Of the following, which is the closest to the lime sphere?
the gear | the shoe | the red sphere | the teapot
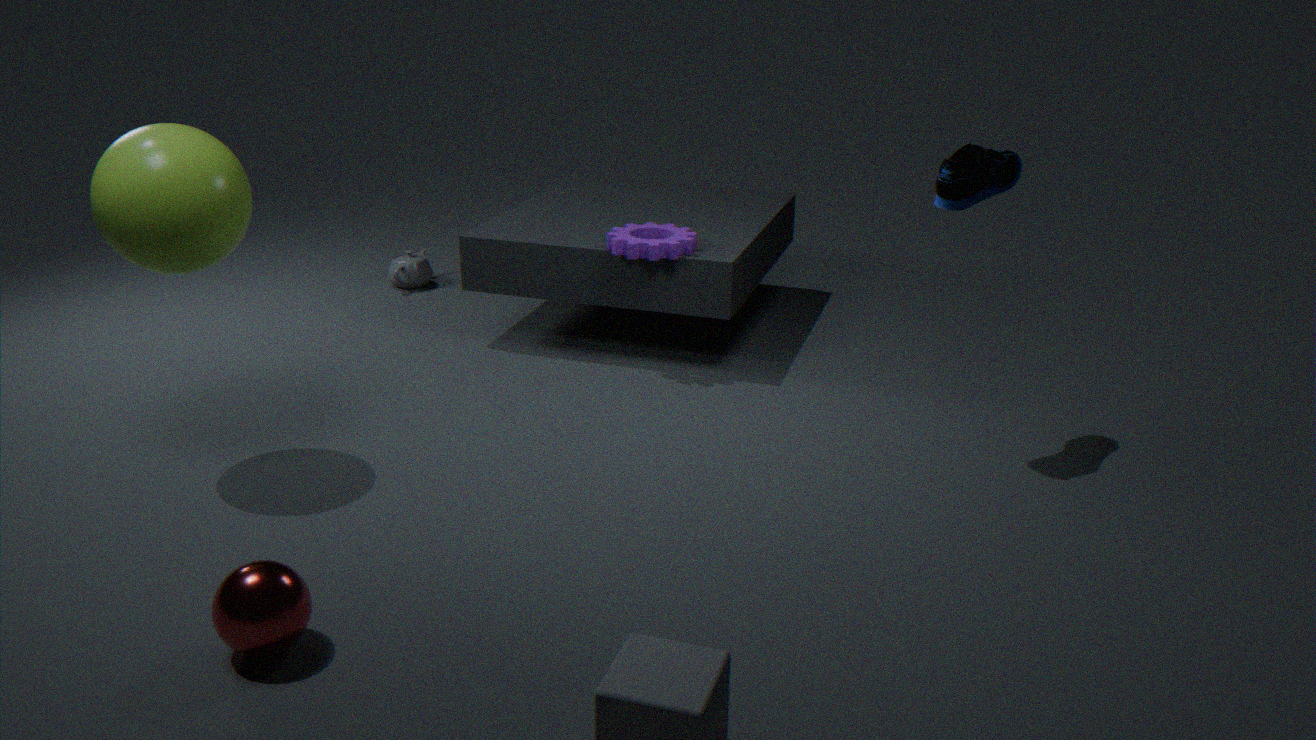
the red sphere
